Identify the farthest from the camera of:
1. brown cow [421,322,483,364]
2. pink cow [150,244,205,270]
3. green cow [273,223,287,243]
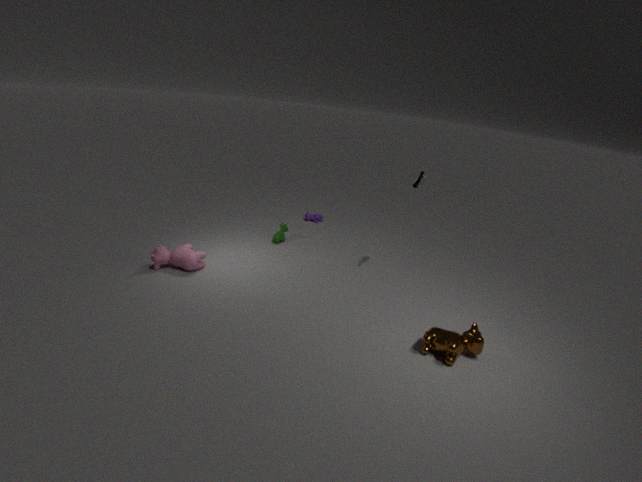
green cow [273,223,287,243]
